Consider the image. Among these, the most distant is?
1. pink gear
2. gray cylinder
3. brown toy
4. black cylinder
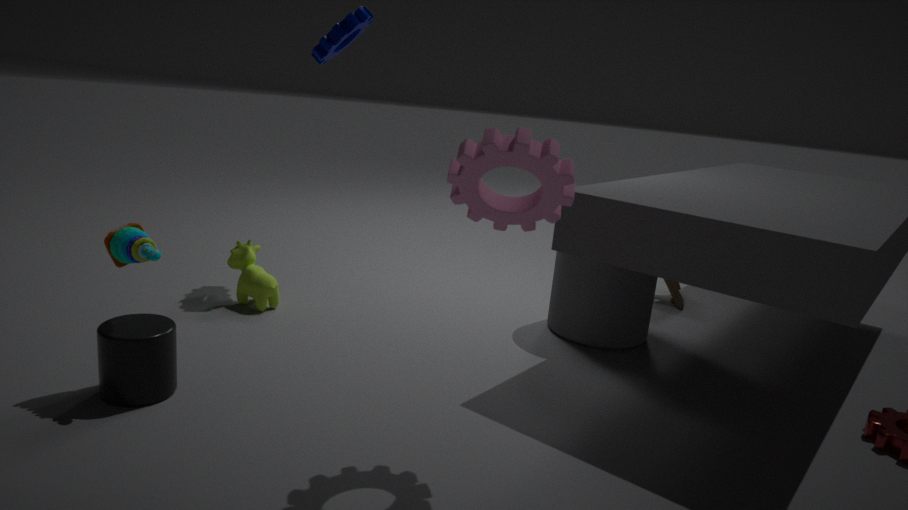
brown toy
